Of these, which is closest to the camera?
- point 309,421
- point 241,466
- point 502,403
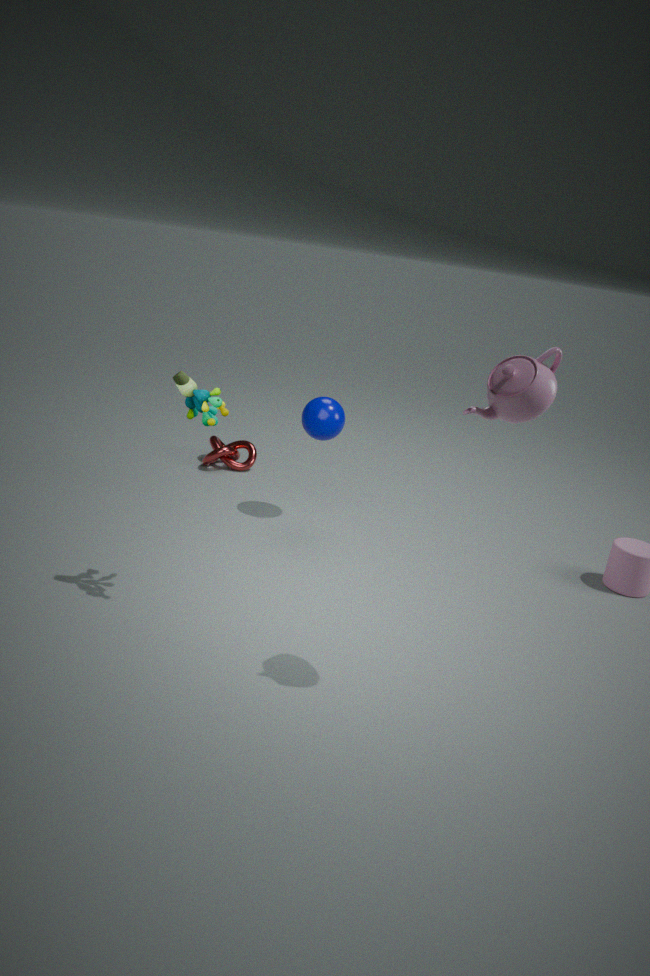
point 502,403
